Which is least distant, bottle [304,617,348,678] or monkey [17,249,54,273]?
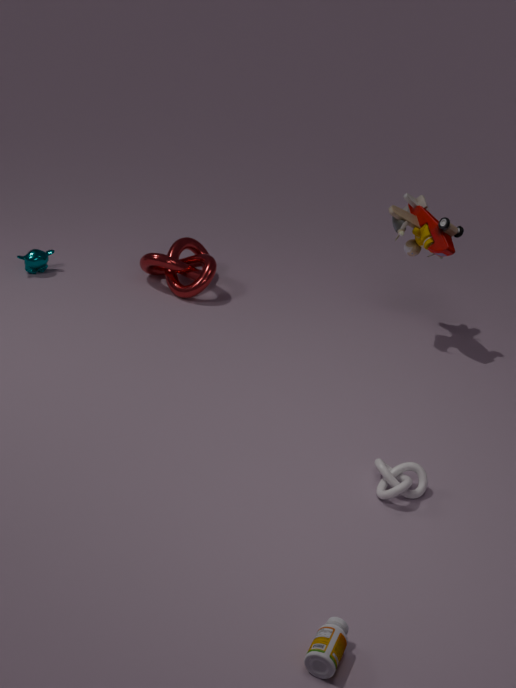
bottle [304,617,348,678]
